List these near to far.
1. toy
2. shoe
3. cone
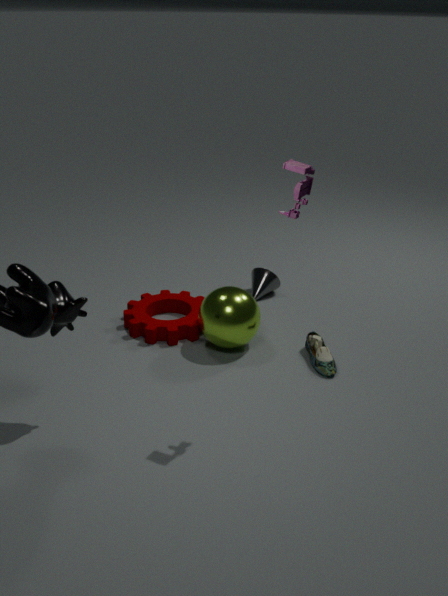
1. toy
2. shoe
3. cone
